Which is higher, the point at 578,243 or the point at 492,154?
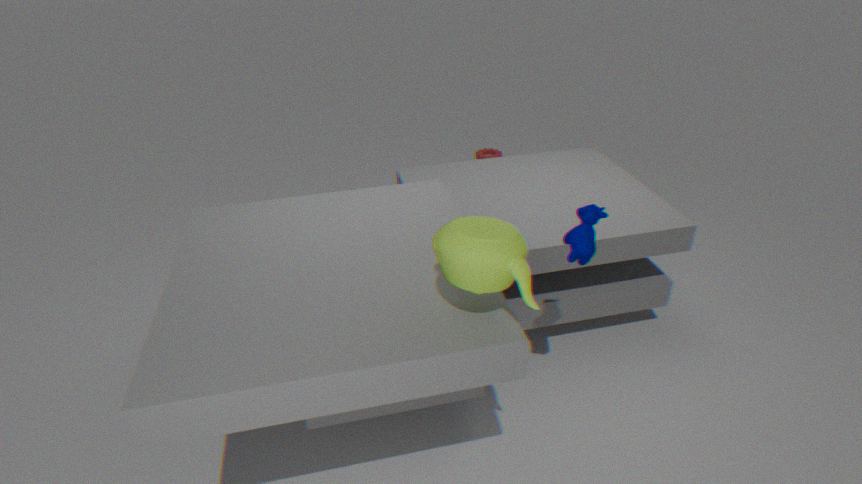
the point at 578,243
